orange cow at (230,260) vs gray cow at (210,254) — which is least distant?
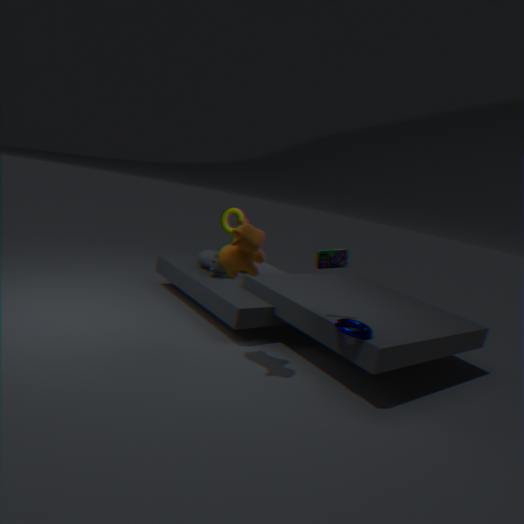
orange cow at (230,260)
